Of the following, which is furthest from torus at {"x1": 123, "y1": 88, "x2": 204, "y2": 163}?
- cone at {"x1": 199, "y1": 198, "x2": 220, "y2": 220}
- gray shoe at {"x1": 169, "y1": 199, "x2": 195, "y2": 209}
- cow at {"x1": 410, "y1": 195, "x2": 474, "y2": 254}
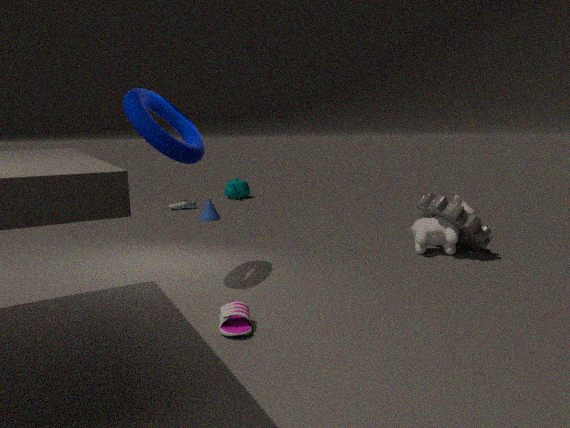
gray shoe at {"x1": 169, "y1": 199, "x2": 195, "y2": 209}
